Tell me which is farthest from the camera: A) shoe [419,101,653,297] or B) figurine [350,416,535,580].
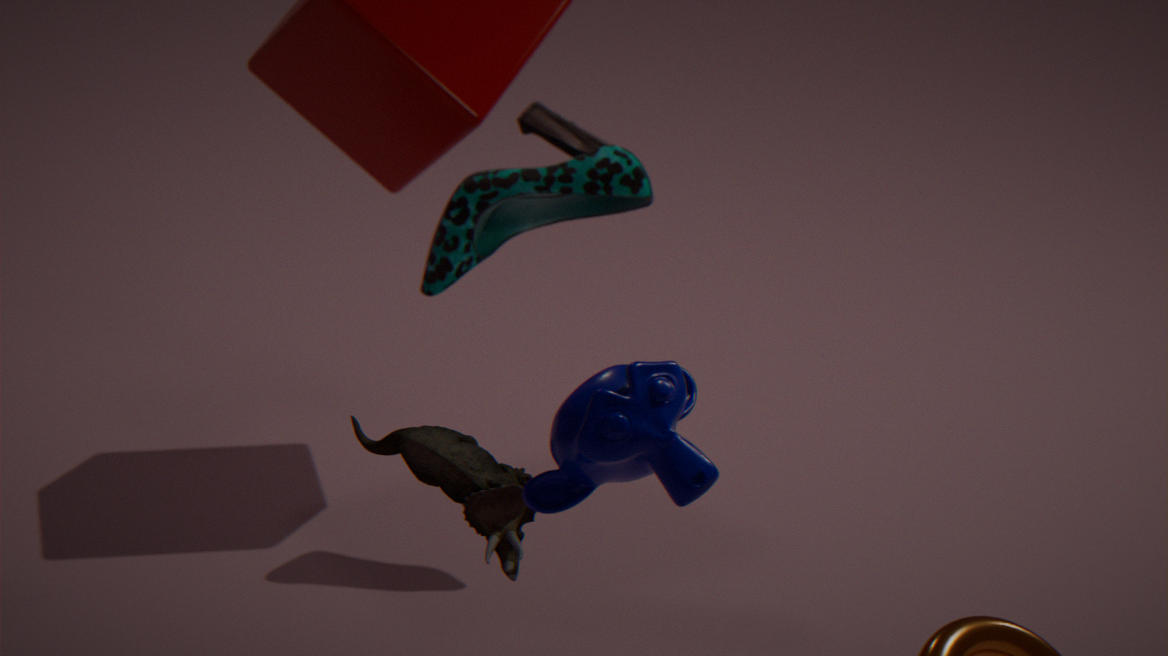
A. shoe [419,101,653,297]
